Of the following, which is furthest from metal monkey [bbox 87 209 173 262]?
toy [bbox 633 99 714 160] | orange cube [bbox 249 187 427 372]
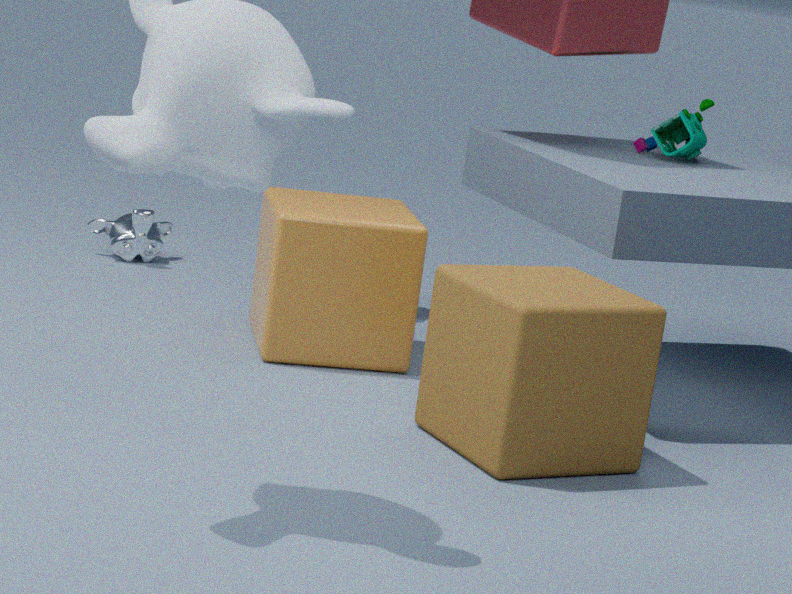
toy [bbox 633 99 714 160]
